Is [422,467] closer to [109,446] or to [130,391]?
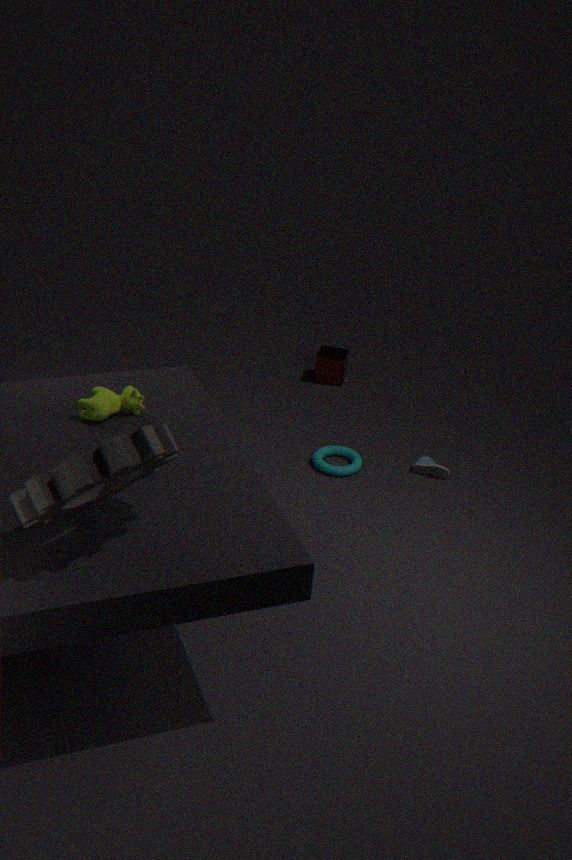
[130,391]
